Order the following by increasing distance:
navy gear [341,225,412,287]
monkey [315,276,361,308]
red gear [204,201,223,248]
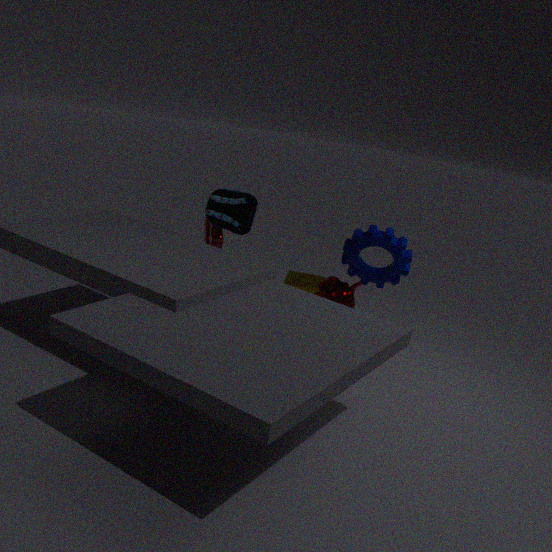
monkey [315,276,361,308] → navy gear [341,225,412,287] → red gear [204,201,223,248]
